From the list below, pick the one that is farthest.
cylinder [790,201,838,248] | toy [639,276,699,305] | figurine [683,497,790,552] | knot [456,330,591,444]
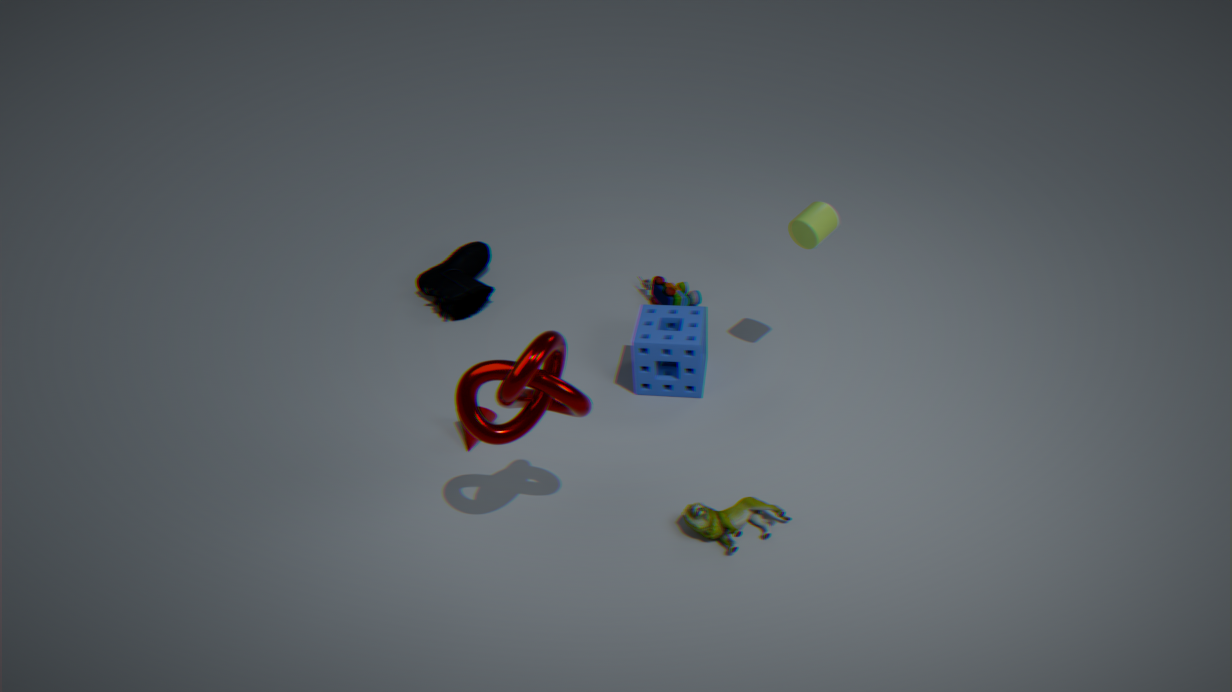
toy [639,276,699,305]
